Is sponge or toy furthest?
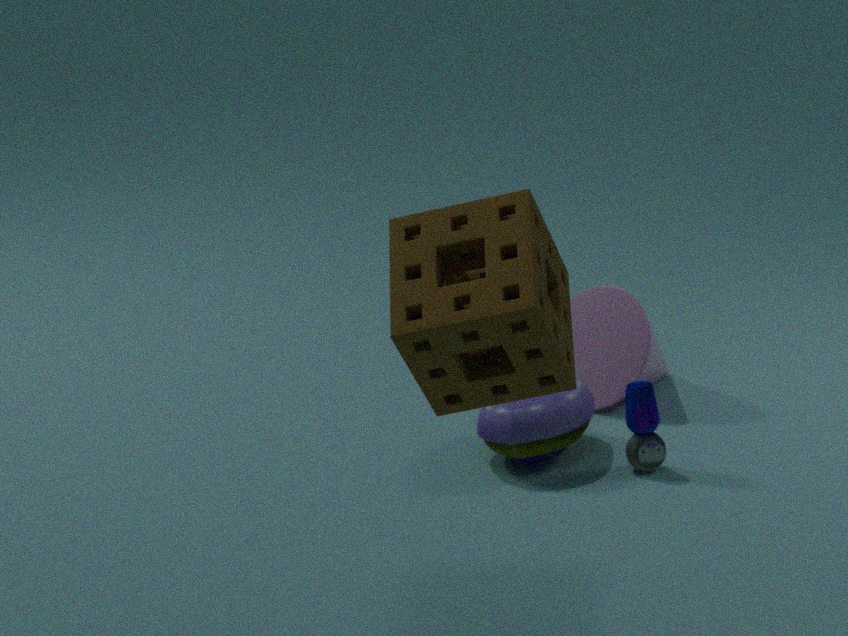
toy
